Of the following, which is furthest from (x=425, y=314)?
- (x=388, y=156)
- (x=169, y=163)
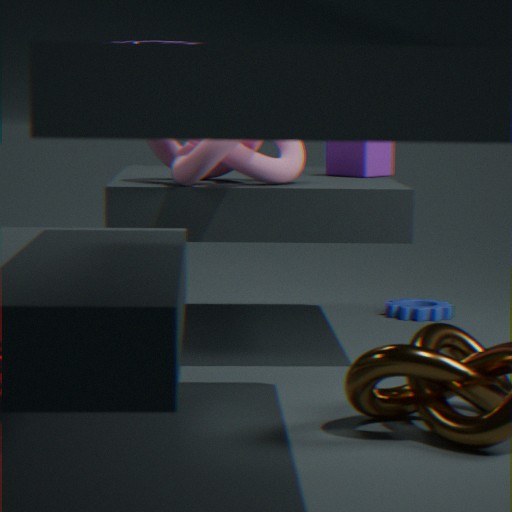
(x=169, y=163)
